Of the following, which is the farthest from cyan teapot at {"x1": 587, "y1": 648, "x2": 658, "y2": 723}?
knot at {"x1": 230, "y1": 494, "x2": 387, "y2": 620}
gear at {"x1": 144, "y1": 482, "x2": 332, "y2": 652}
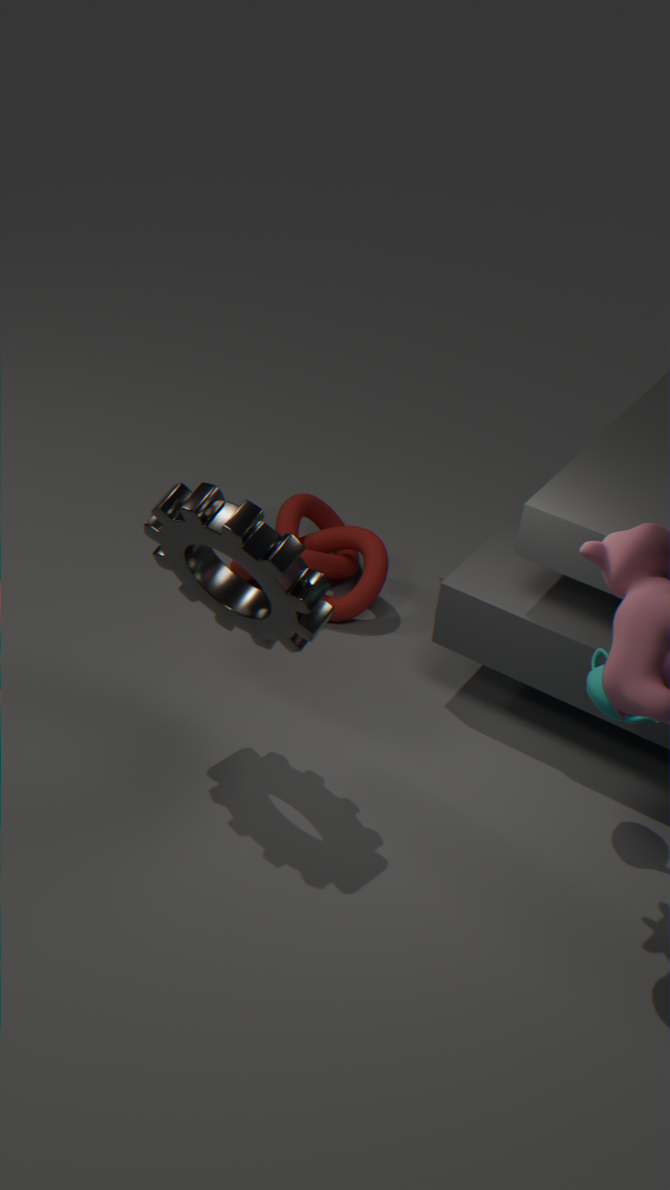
knot at {"x1": 230, "y1": 494, "x2": 387, "y2": 620}
